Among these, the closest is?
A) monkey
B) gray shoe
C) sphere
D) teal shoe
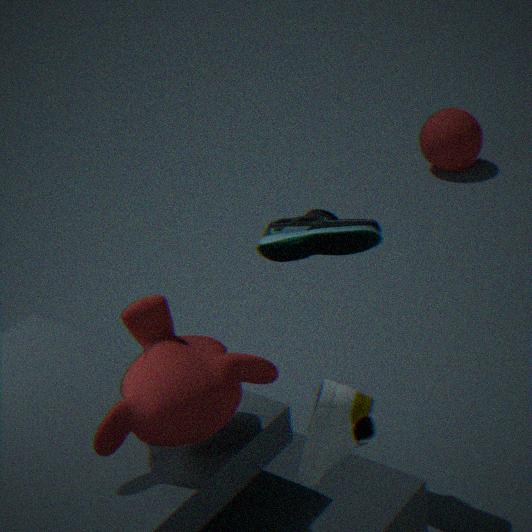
gray shoe
